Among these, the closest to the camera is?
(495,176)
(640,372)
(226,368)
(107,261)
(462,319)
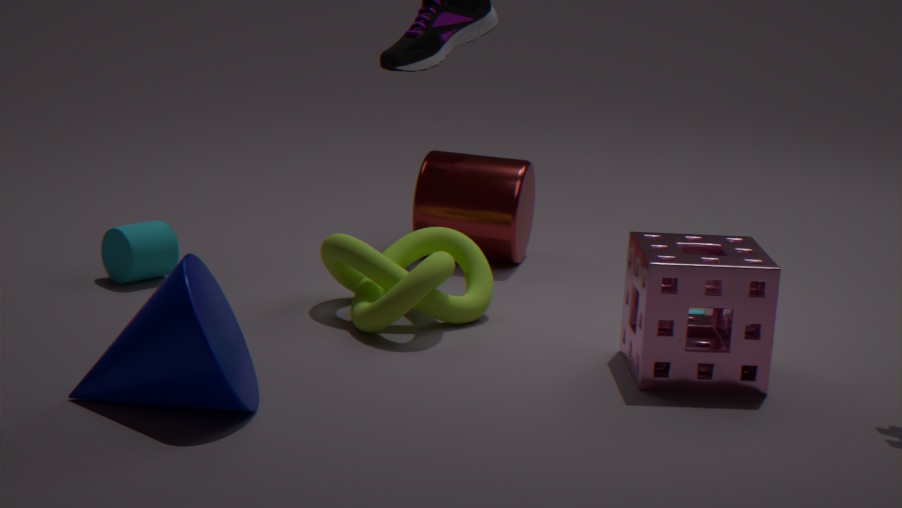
(226,368)
